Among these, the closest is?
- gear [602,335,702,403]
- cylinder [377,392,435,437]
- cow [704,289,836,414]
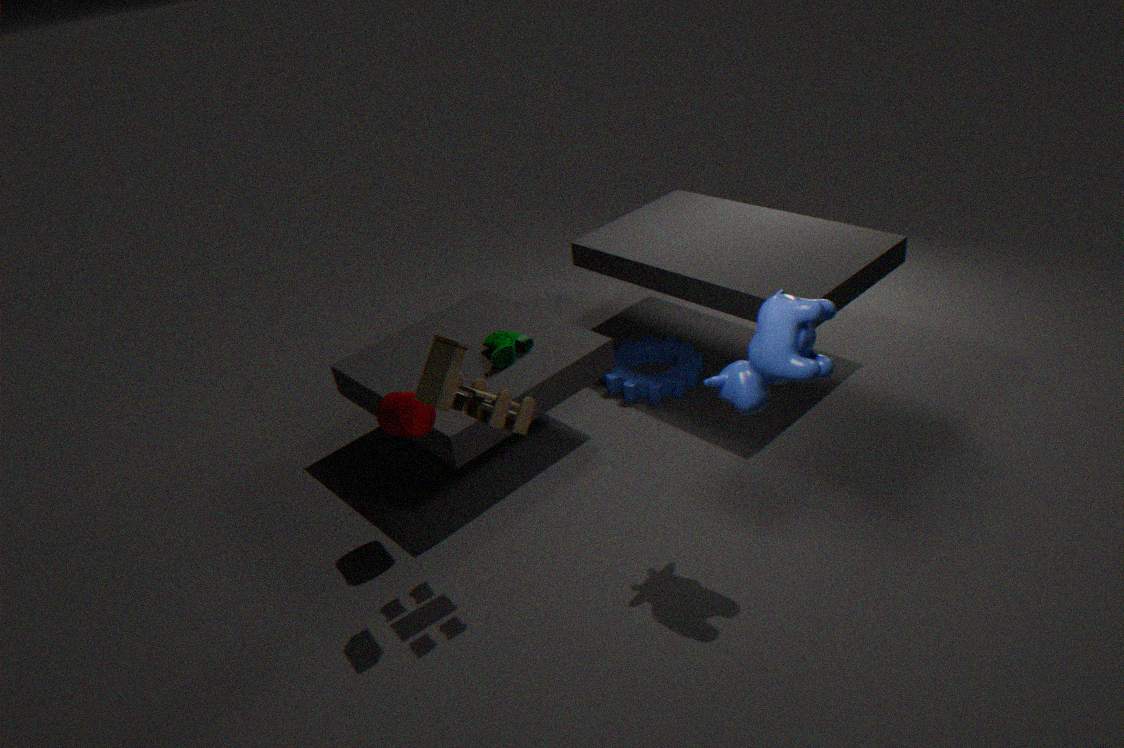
cow [704,289,836,414]
